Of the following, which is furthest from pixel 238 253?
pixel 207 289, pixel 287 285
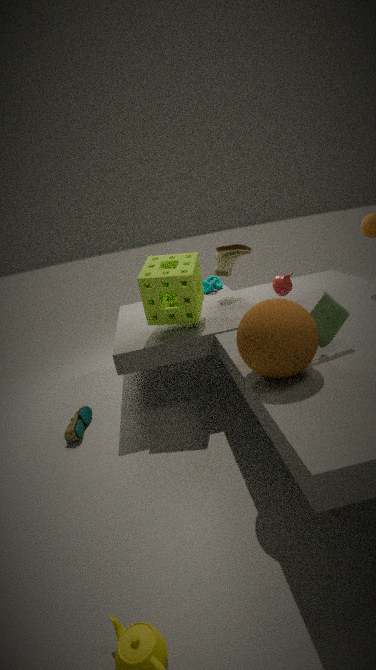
pixel 287 285
